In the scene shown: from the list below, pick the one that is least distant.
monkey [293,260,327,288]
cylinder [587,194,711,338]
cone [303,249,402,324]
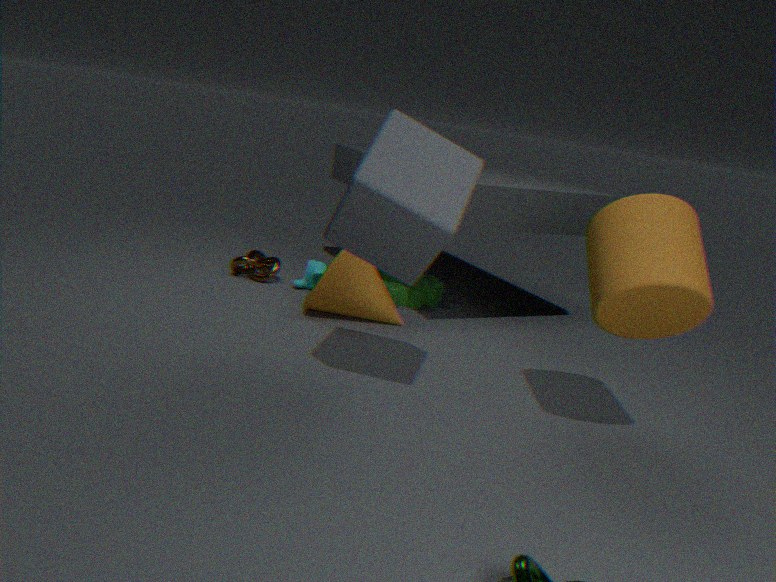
cylinder [587,194,711,338]
